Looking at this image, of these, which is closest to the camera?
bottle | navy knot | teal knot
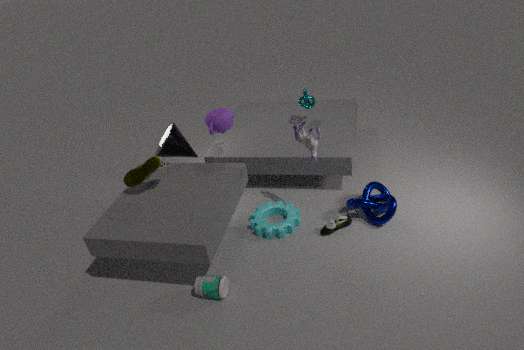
bottle
